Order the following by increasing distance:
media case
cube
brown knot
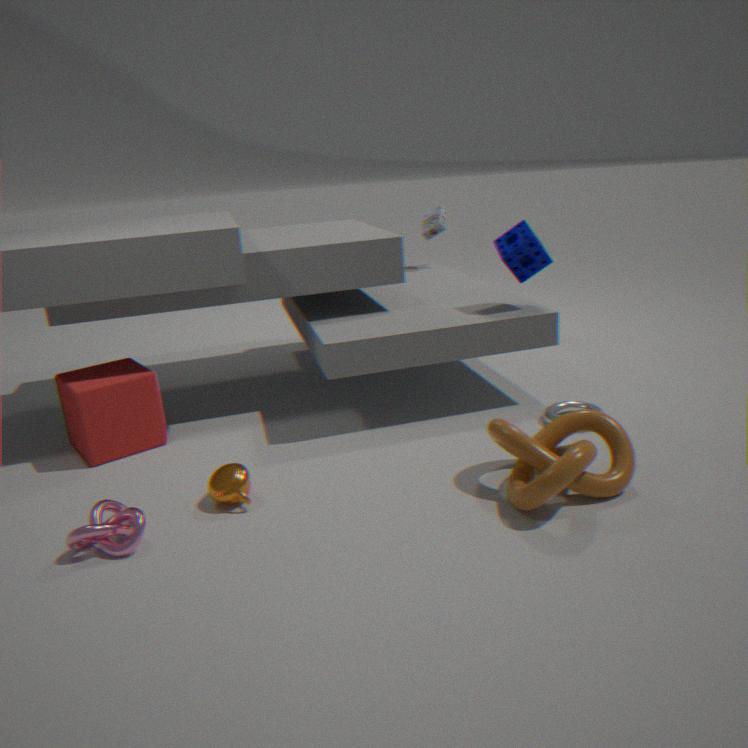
brown knot, cube, media case
